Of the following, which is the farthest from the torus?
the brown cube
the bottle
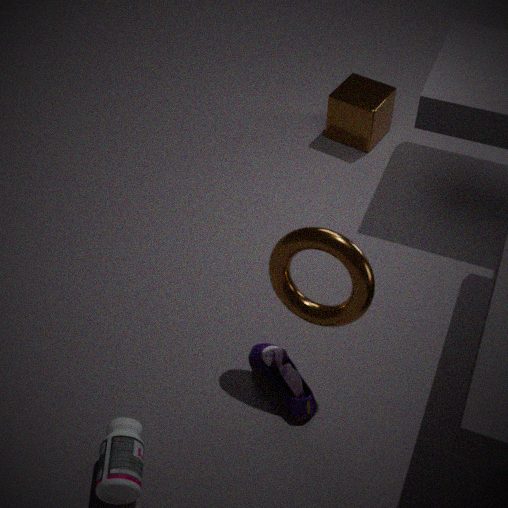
the brown cube
